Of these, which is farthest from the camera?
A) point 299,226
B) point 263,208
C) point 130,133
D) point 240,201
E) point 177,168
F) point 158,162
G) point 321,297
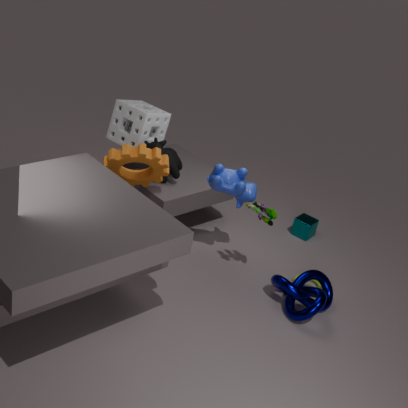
point 299,226
